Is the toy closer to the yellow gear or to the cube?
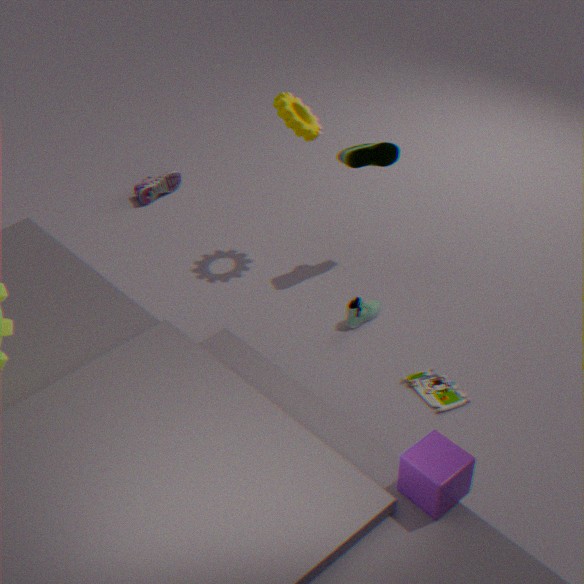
the cube
